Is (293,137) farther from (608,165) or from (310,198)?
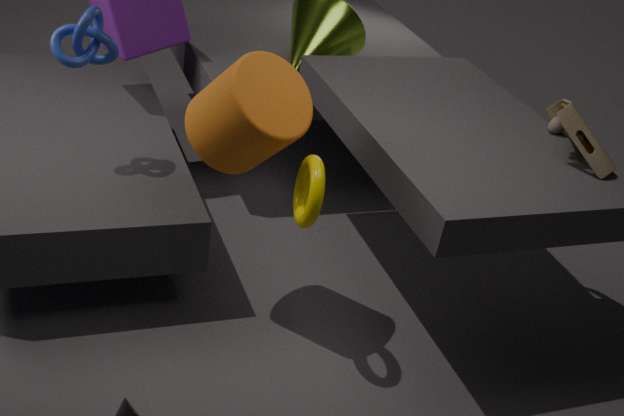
(608,165)
